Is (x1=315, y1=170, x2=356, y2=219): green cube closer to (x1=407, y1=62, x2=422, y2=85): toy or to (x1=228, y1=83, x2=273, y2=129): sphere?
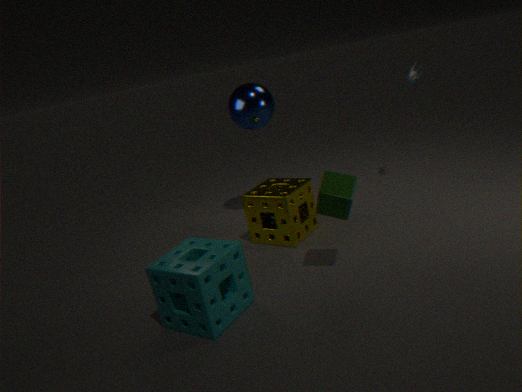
(x1=228, y1=83, x2=273, y2=129): sphere
